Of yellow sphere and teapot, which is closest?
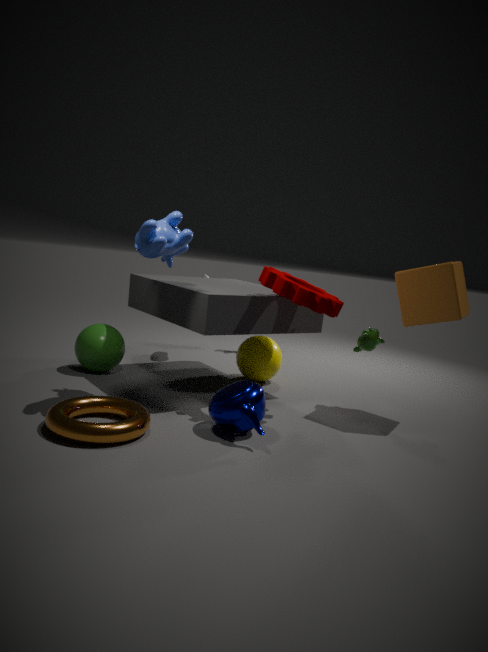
teapot
